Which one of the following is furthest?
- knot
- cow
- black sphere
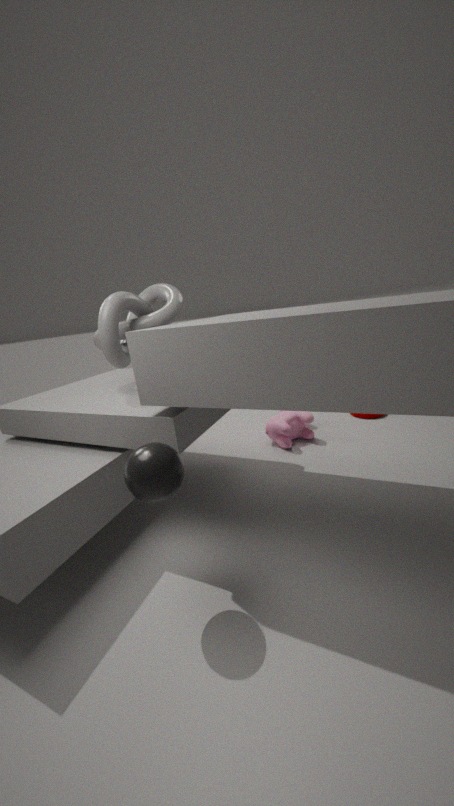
cow
